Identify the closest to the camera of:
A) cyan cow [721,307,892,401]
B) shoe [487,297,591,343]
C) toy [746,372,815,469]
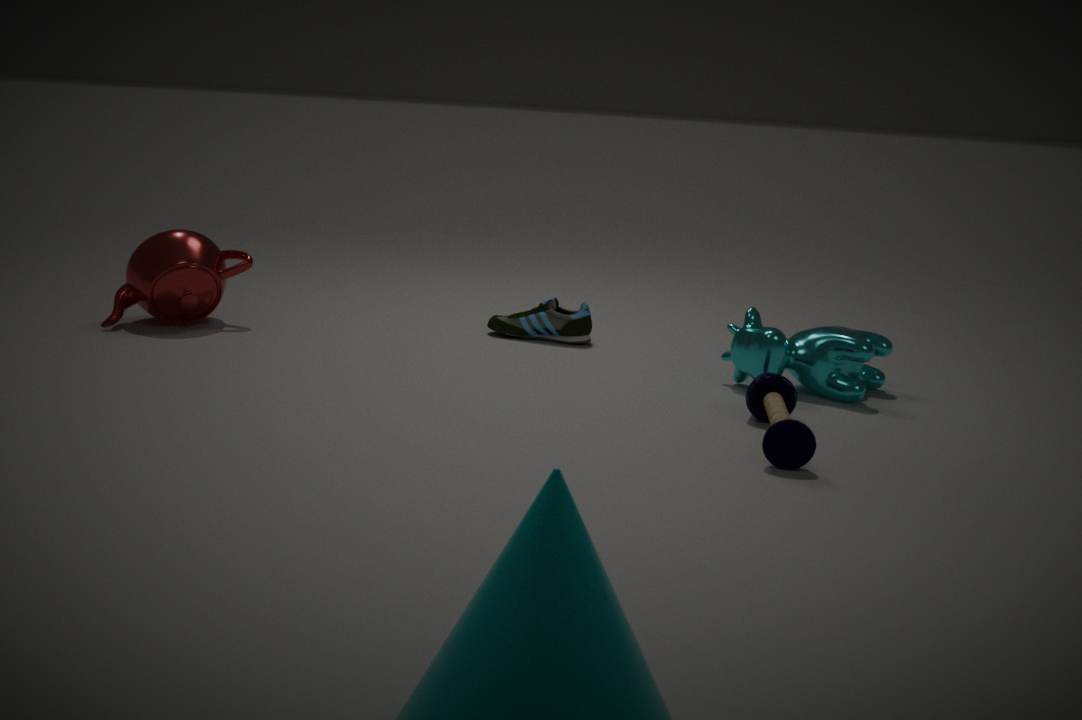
toy [746,372,815,469]
